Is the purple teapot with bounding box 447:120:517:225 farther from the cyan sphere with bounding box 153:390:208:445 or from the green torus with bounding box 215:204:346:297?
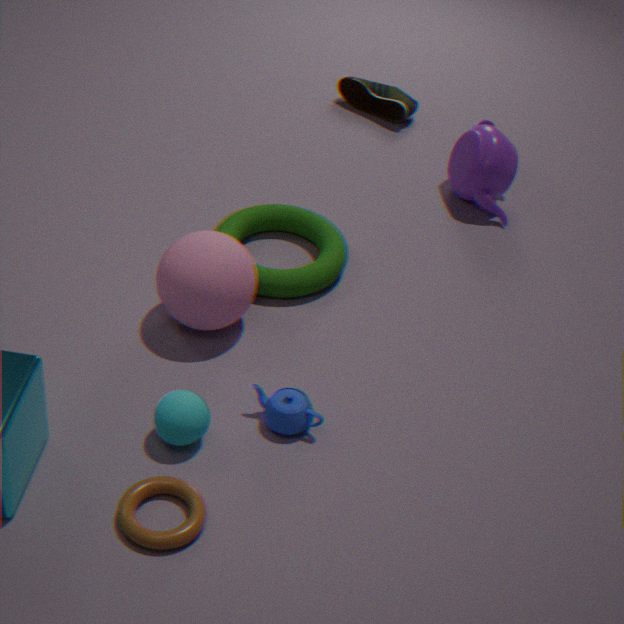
the cyan sphere with bounding box 153:390:208:445
